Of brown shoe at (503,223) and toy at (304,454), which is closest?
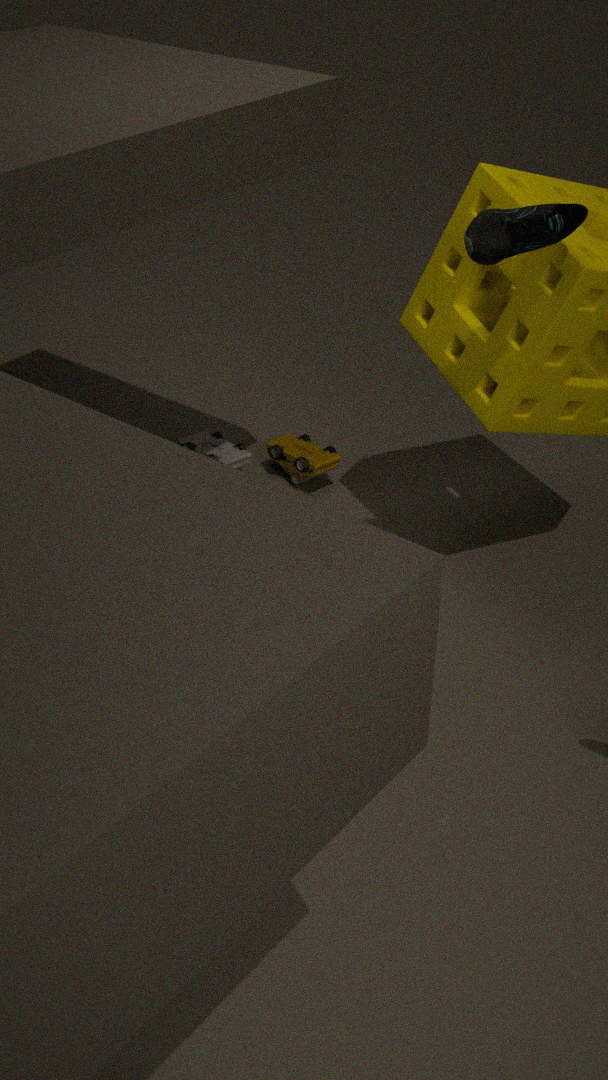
brown shoe at (503,223)
